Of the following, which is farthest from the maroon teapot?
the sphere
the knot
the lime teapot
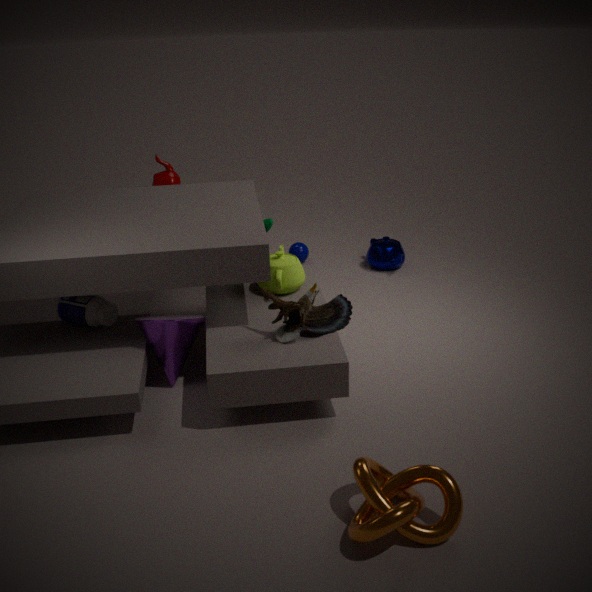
the knot
